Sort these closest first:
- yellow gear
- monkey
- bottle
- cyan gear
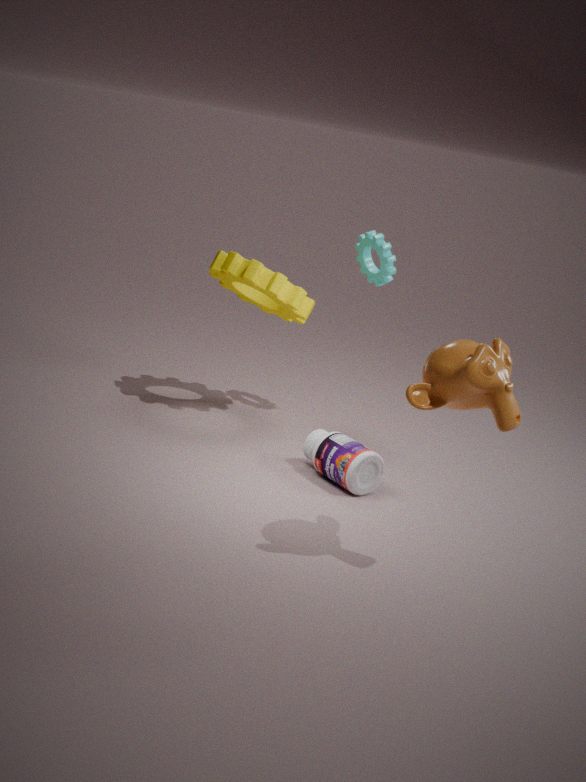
monkey
bottle
yellow gear
cyan gear
